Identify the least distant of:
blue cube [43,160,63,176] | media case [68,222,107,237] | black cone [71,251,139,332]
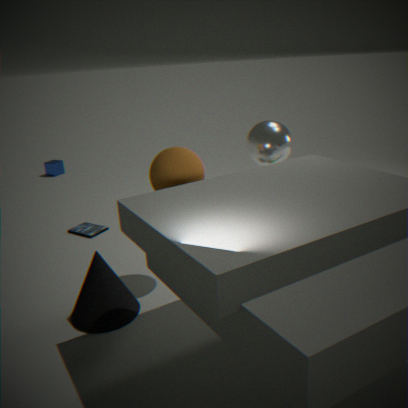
black cone [71,251,139,332]
